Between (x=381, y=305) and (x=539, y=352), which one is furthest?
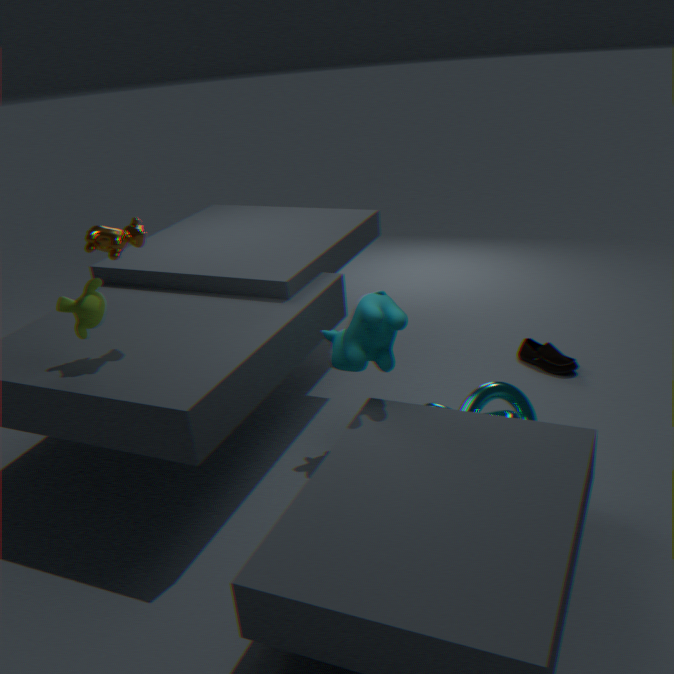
(x=539, y=352)
